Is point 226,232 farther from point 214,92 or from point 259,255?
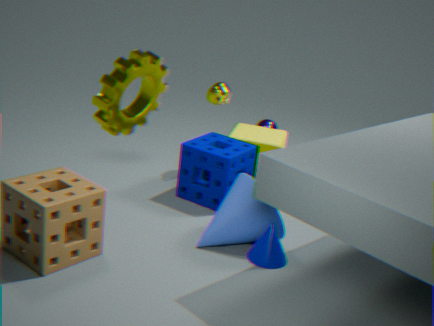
point 214,92
